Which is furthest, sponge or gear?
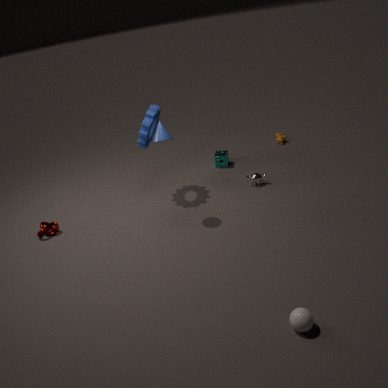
sponge
